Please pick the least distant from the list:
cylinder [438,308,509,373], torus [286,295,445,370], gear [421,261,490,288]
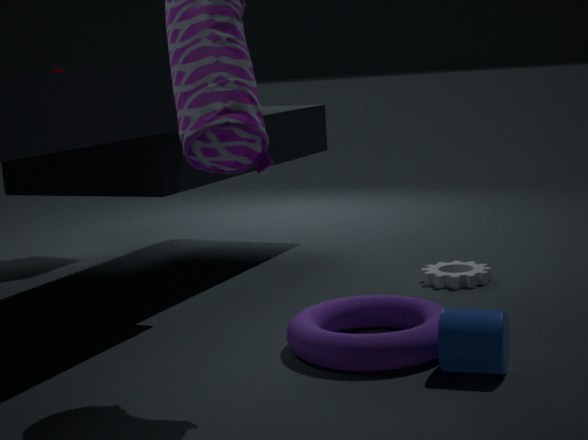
cylinder [438,308,509,373]
